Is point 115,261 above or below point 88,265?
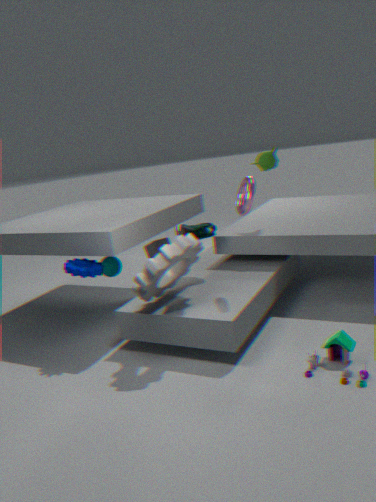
below
